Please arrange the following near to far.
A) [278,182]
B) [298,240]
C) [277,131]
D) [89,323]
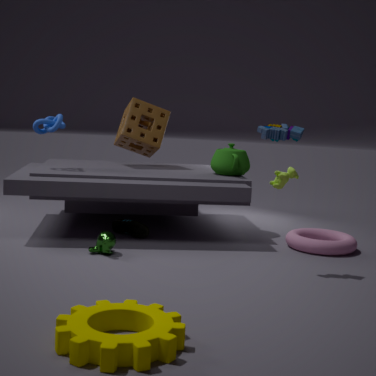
[89,323], [277,131], [298,240], [278,182]
